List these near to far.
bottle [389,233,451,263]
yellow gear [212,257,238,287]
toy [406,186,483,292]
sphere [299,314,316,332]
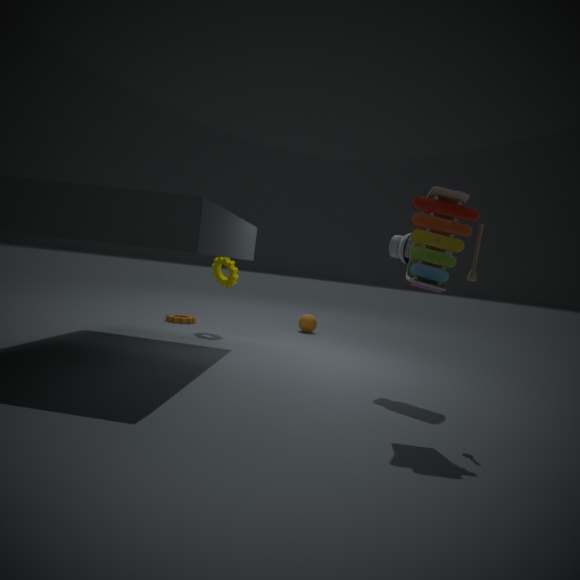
toy [406,186,483,292] → bottle [389,233,451,263] → yellow gear [212,257,238,287] → sphere [299,314,316,332]
